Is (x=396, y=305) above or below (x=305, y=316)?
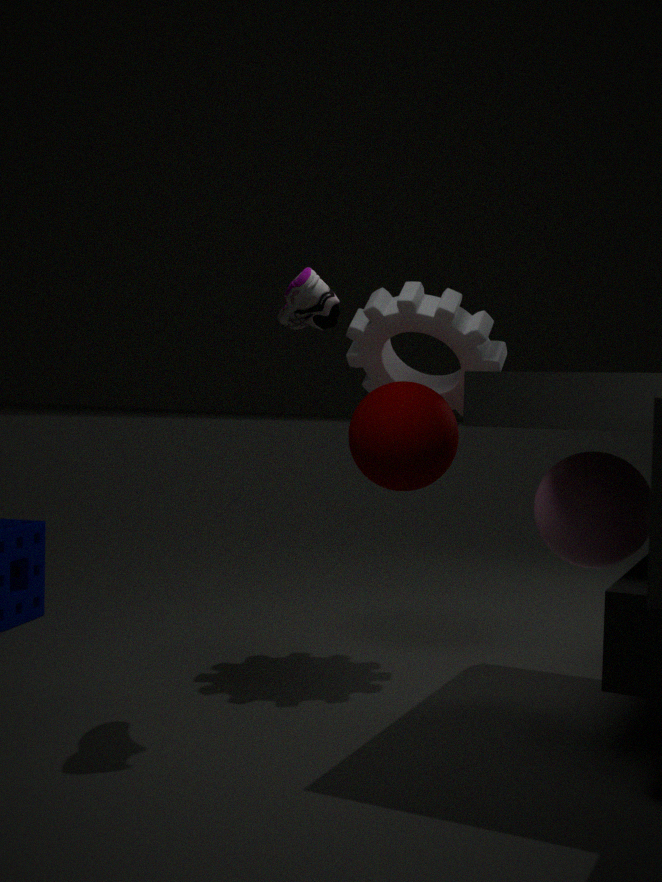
below
